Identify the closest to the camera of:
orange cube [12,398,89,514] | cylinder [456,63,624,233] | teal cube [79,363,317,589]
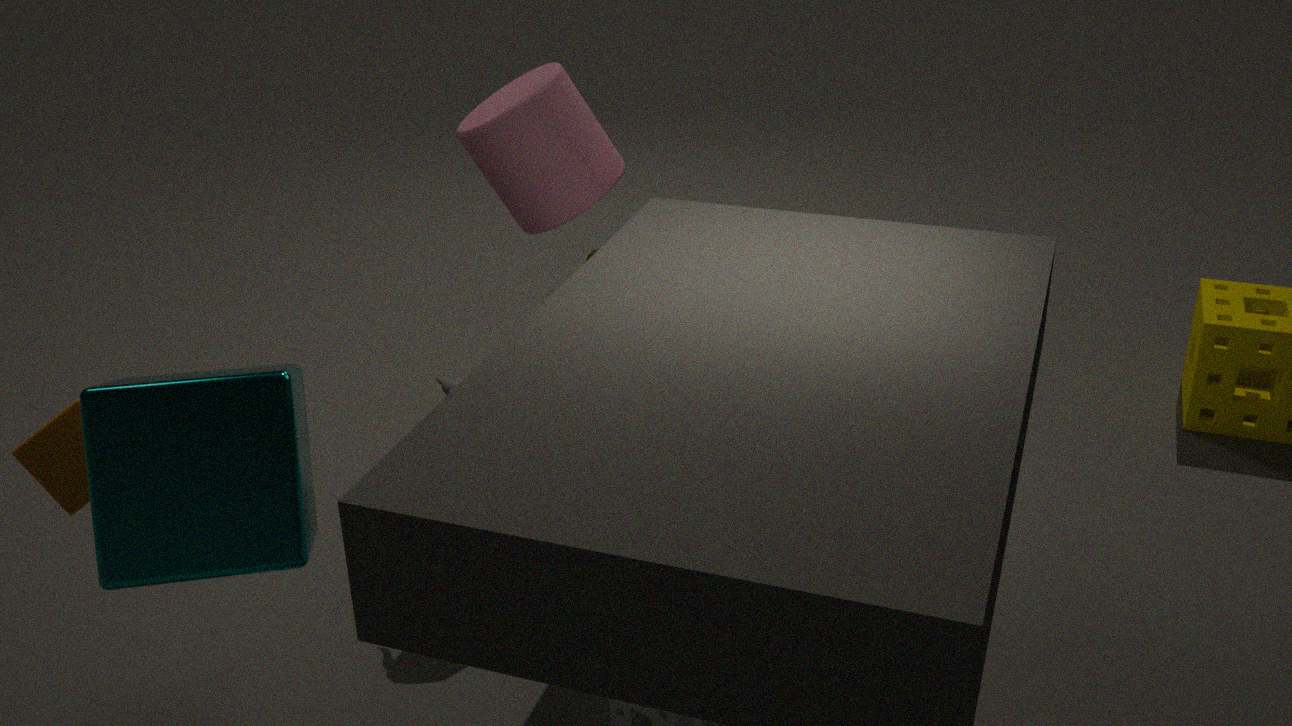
teal cube [79,363,317,589]
